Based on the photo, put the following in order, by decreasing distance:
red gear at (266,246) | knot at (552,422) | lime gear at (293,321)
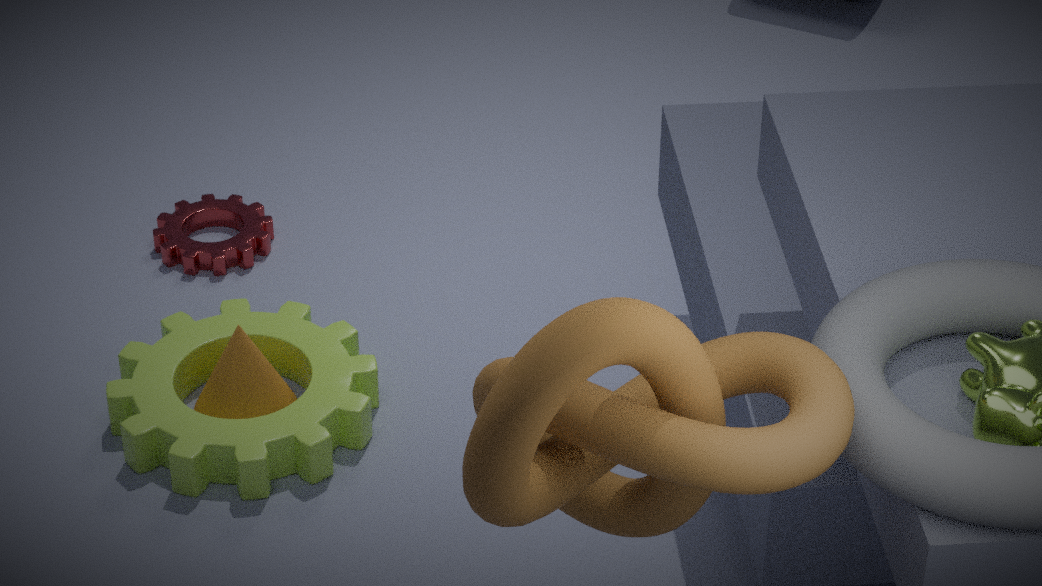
red gear at (266,246)
lime gear at (293,321)
knot at (552,422)
